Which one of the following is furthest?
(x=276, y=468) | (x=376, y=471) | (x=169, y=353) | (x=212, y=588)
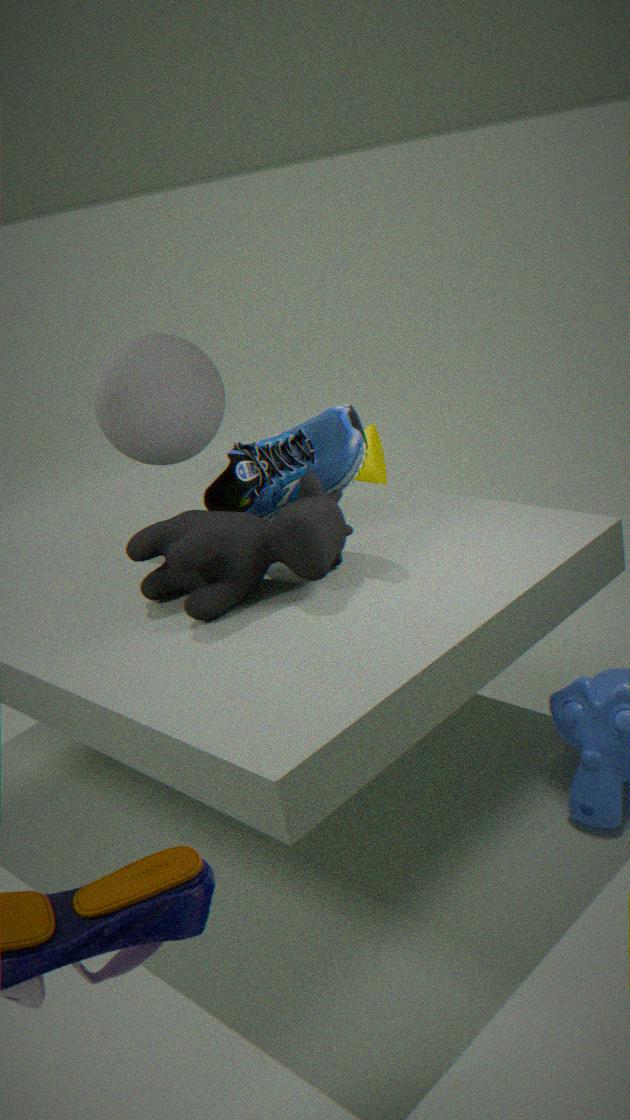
(x=376, y=471)
